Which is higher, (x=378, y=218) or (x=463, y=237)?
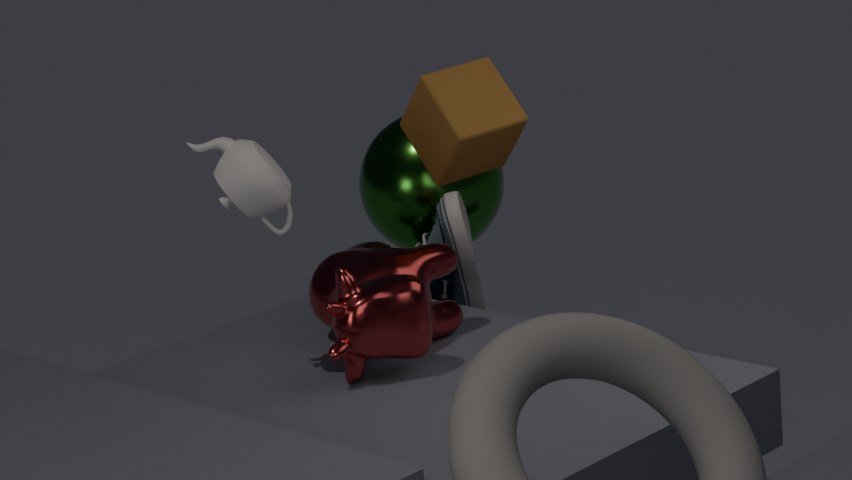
(x=378, y=218)
